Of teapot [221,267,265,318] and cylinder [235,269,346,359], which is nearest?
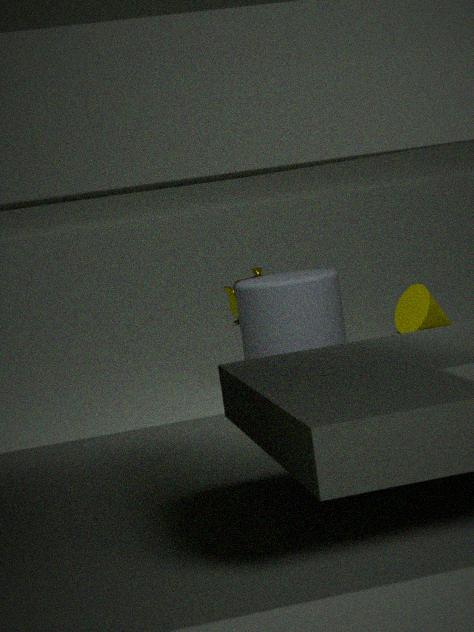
cylinder [235,269,346,359]
